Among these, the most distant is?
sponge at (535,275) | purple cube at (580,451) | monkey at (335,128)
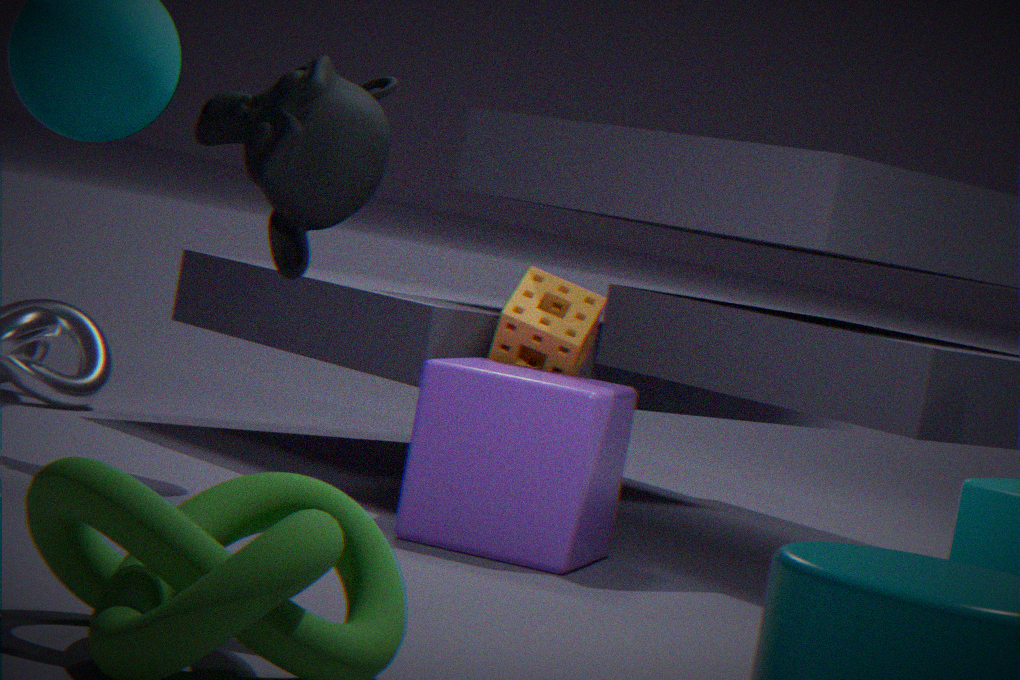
sponge at (535,275)
